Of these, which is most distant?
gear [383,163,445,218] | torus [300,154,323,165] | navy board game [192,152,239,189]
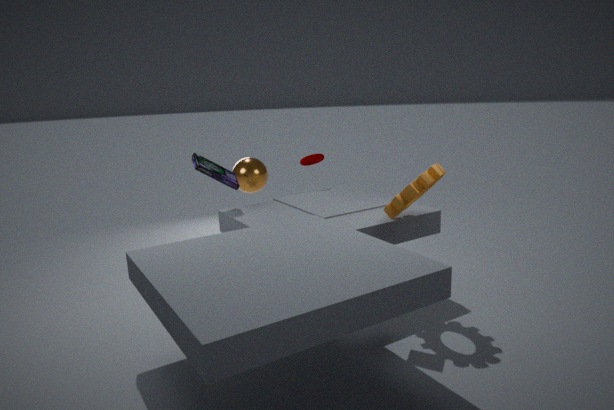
torus [300,154,323,165]
